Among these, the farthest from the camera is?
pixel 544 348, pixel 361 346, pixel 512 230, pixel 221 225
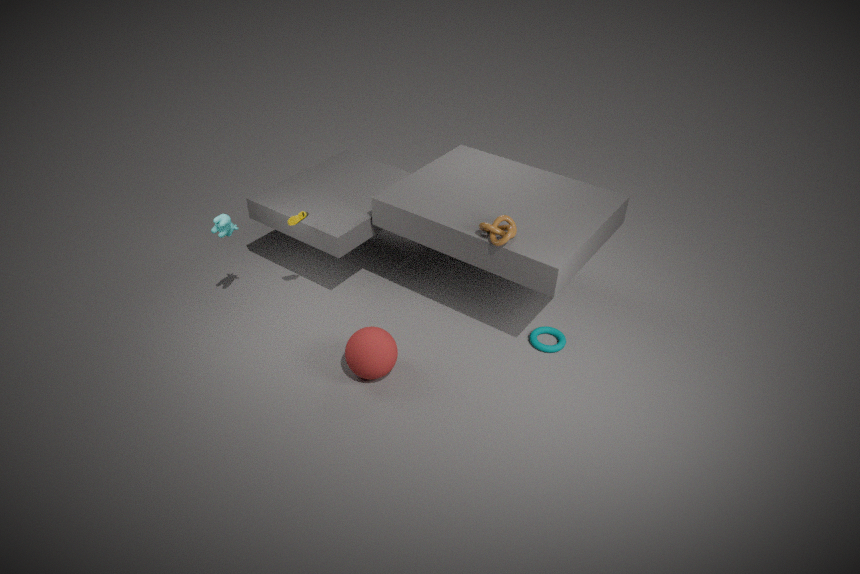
pixel 544 348
